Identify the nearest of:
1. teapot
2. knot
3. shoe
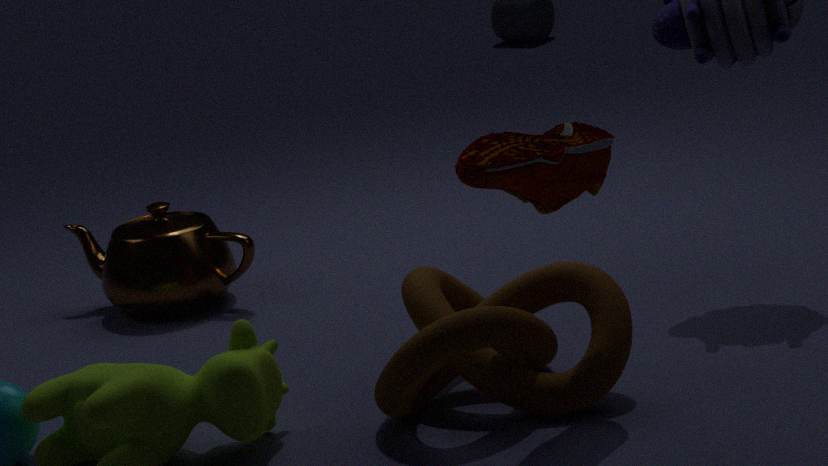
shoe
